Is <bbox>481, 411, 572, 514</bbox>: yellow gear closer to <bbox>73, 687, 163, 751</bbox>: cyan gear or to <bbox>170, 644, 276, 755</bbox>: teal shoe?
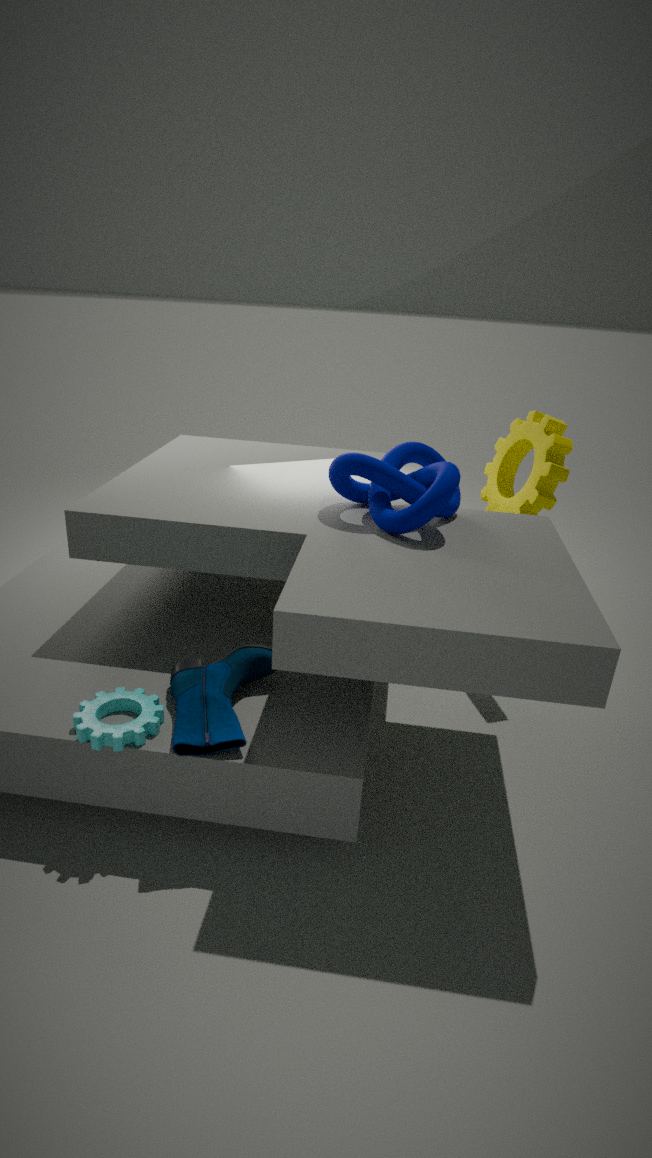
<bbox>170, 644, 276, 755</bbox>: teal shoe
